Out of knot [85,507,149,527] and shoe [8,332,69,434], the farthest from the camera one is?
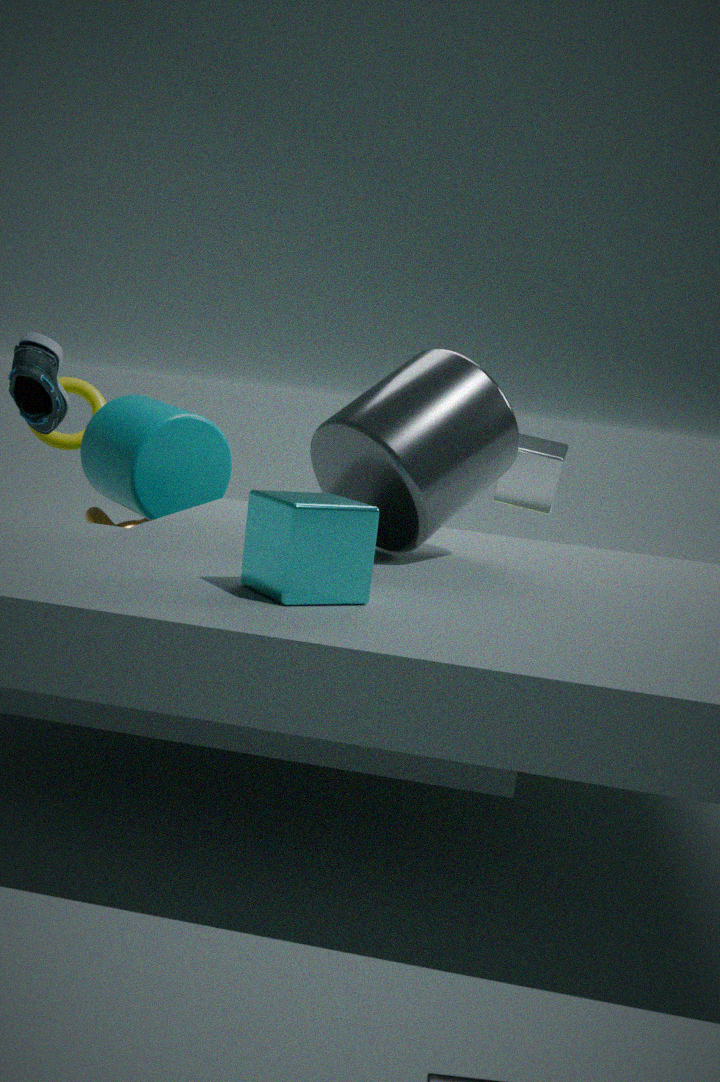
knot [85,507,149,527]
